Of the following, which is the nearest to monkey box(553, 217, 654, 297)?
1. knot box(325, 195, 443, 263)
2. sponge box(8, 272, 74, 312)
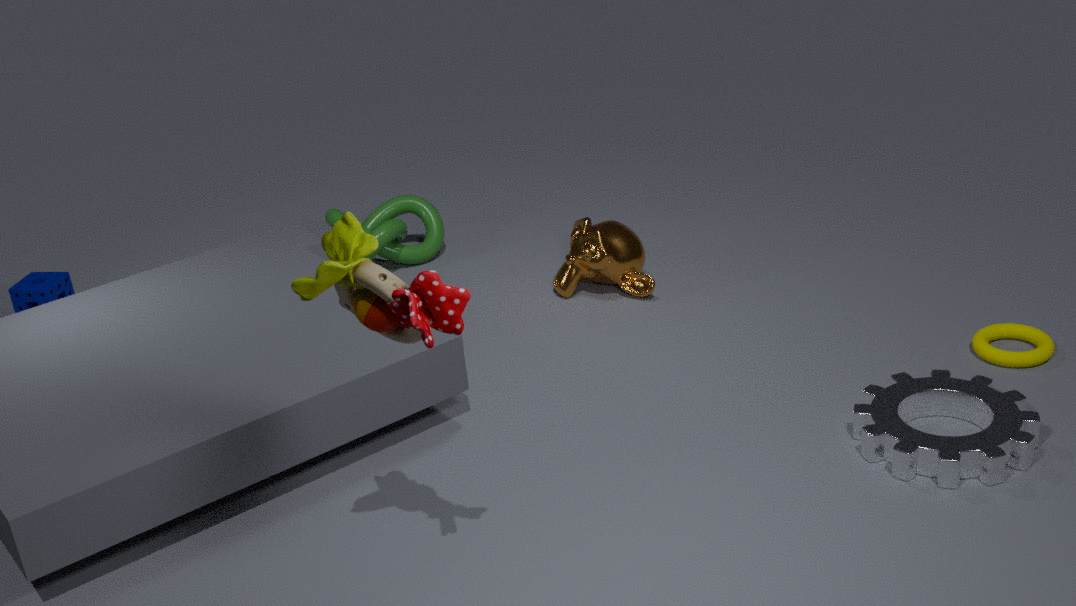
knot box(325, 195, 443, 263)
